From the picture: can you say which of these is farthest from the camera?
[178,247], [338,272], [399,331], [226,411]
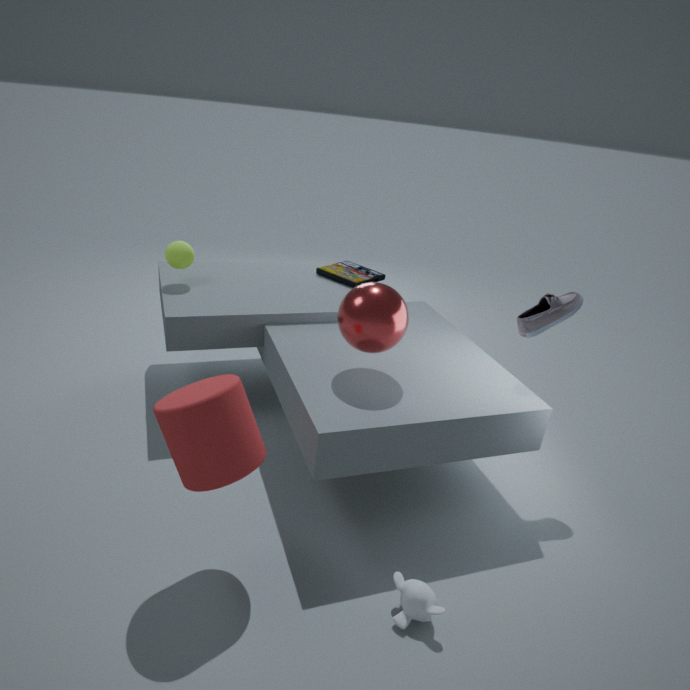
[338,272]
